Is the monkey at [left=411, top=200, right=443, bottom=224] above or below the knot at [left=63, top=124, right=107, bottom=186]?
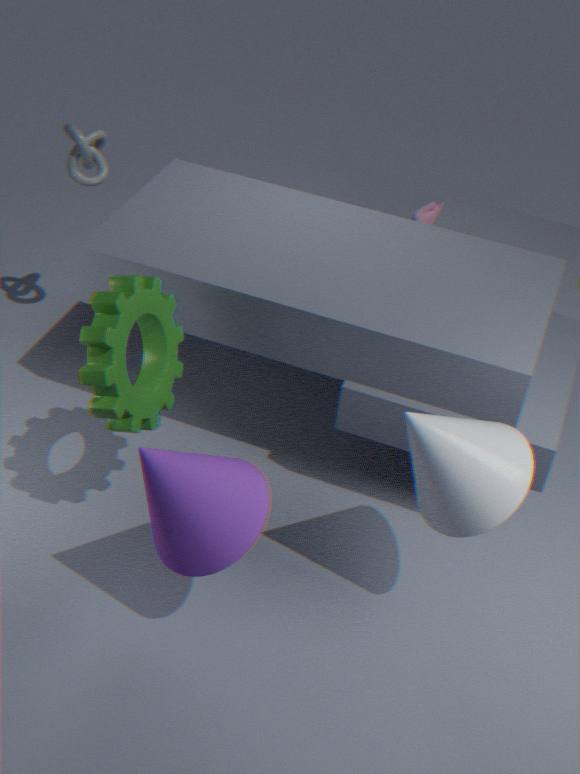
below
